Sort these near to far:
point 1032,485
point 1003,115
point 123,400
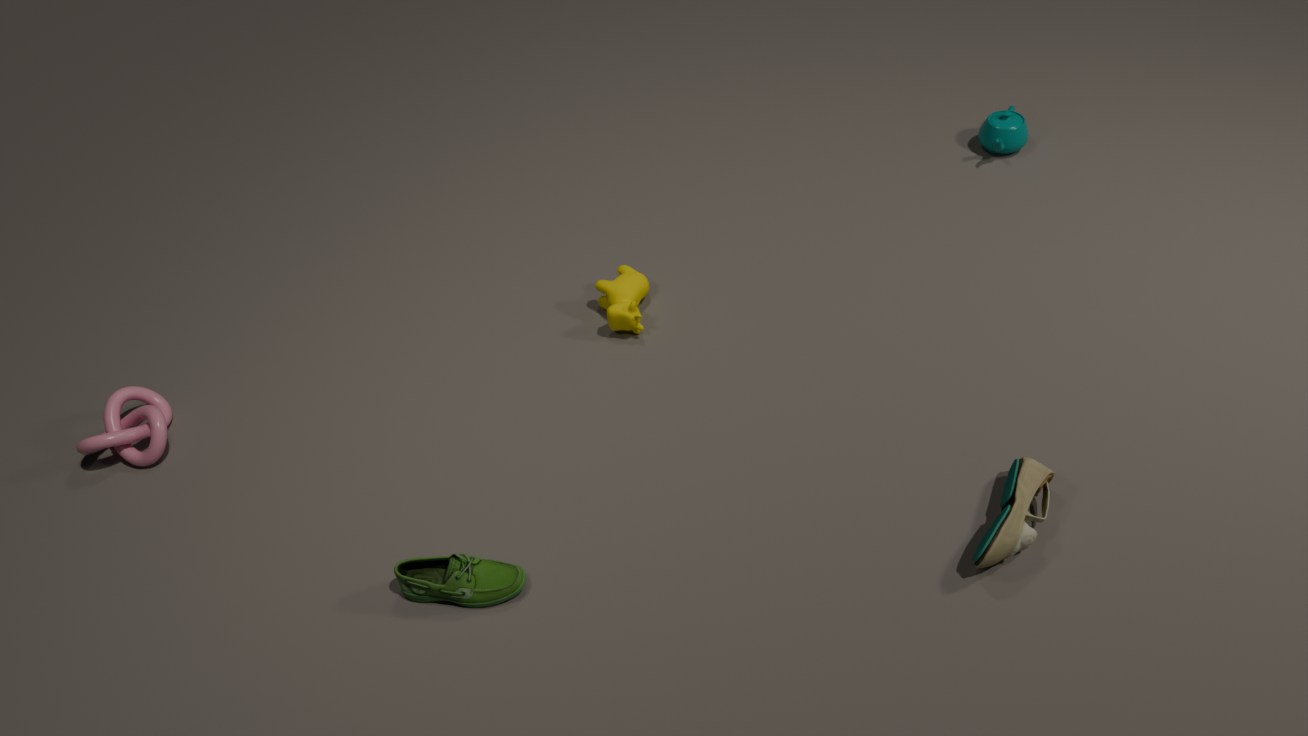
point 1032,485 < point 123,400 < point 1003,115
